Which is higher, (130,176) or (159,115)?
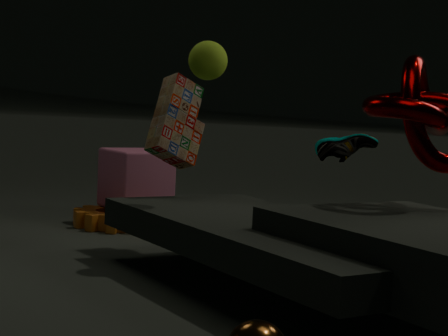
(159,115)
